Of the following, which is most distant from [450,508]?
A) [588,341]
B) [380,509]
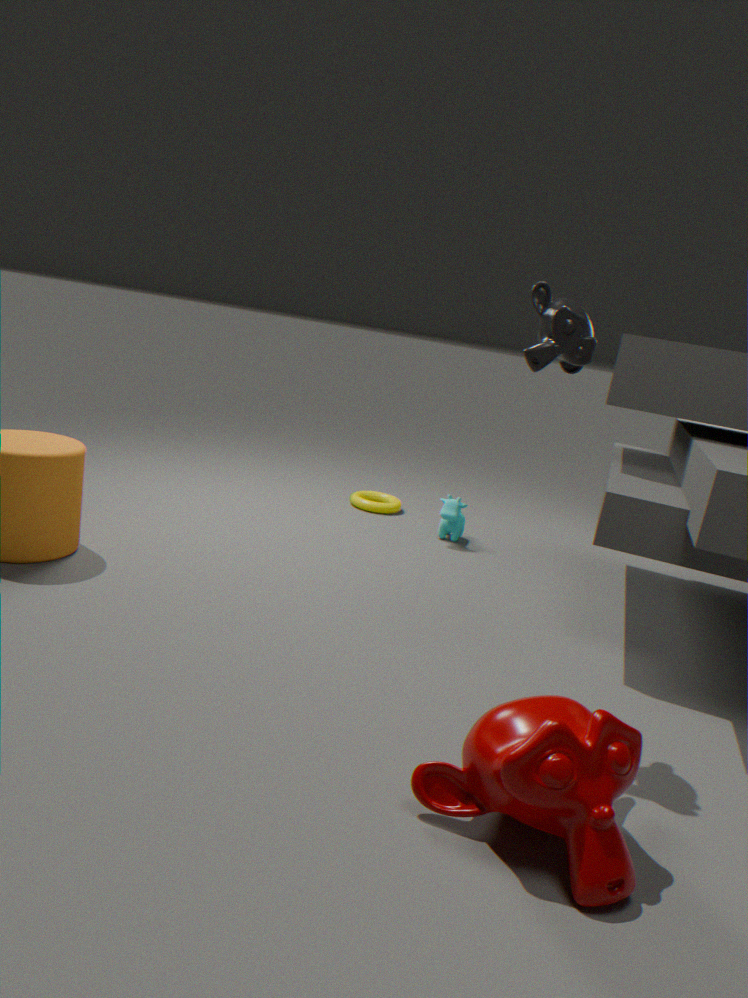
[588,341]
